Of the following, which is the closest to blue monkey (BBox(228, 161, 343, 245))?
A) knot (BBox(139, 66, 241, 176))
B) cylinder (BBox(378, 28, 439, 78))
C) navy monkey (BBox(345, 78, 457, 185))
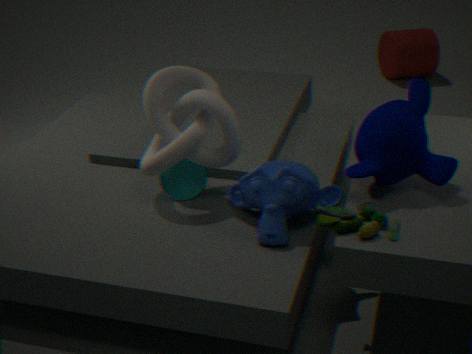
knot (BBox(139, 66, 241, 176))
